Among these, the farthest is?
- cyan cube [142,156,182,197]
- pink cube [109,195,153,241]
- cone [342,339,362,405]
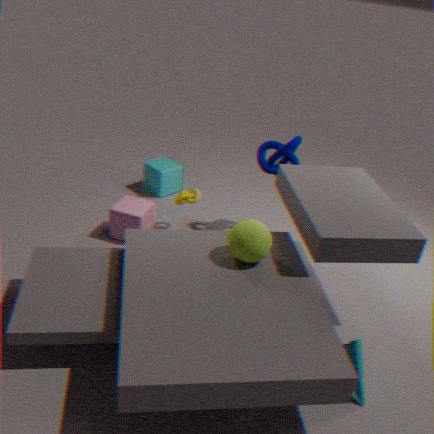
cyan cube [142,156,182,197]
